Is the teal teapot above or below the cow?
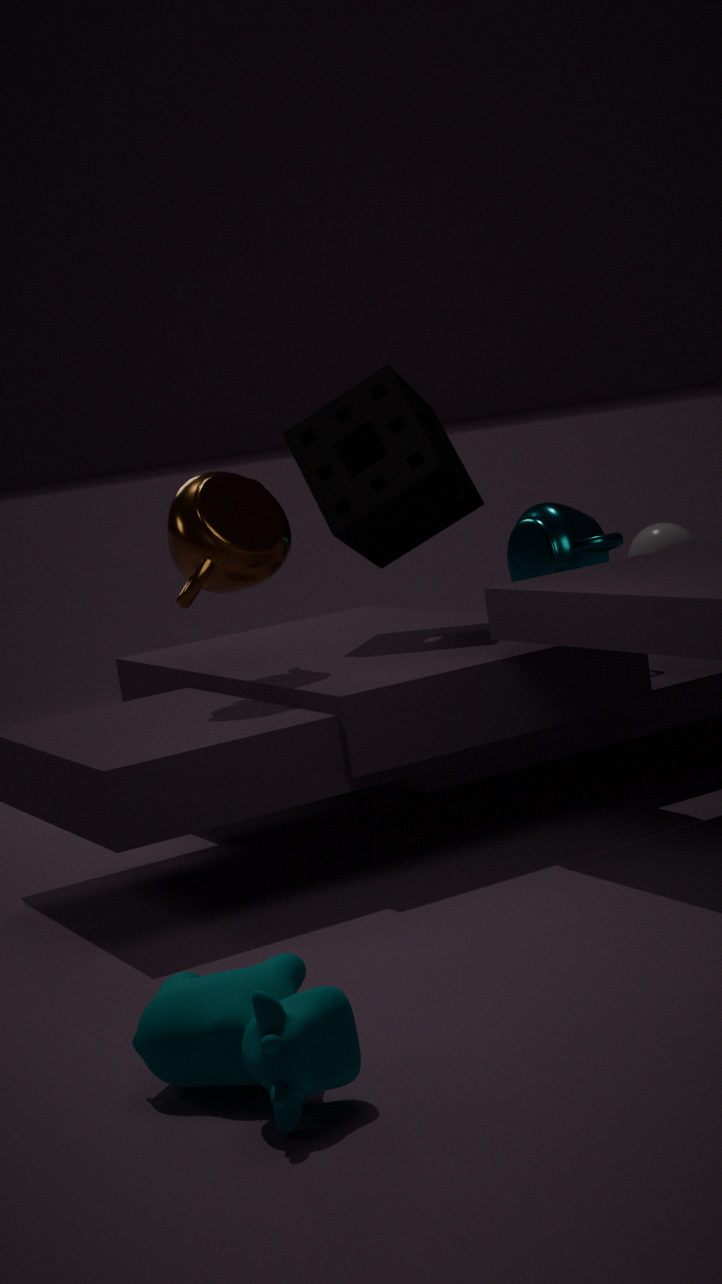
above
